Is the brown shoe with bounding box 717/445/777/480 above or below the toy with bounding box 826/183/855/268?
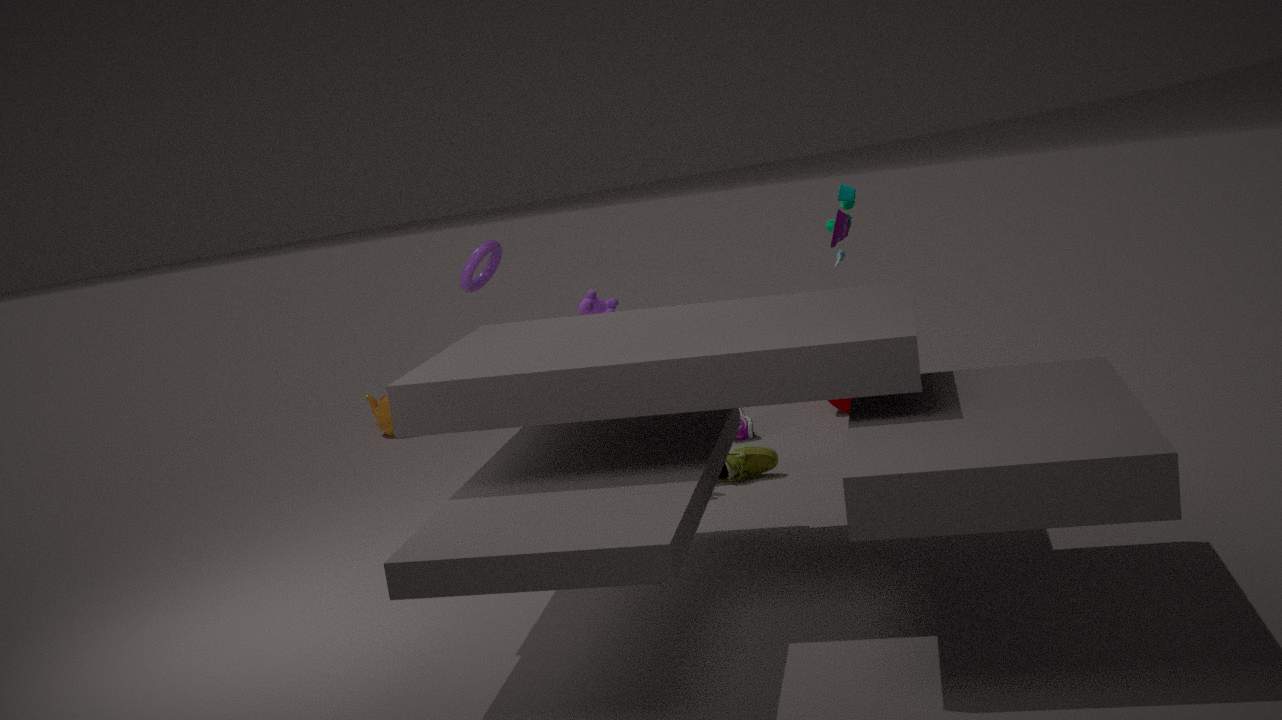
below
